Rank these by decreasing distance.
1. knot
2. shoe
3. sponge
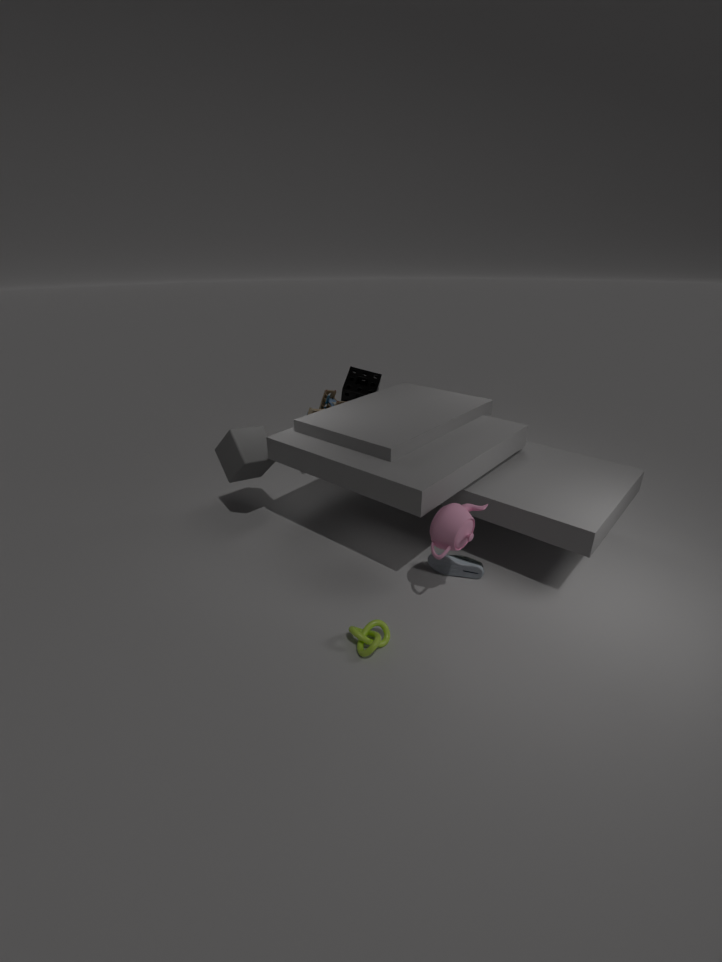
sponge, shoe, knot
